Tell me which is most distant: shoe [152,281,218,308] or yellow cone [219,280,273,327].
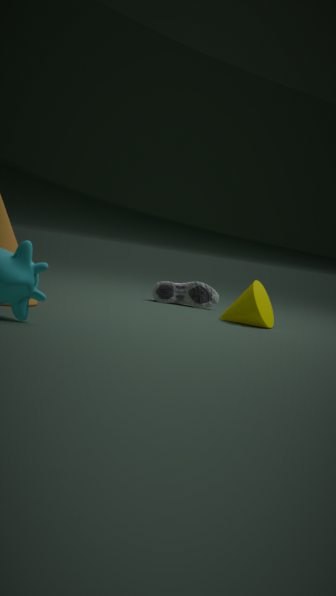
shoe [152,281,218,308]
